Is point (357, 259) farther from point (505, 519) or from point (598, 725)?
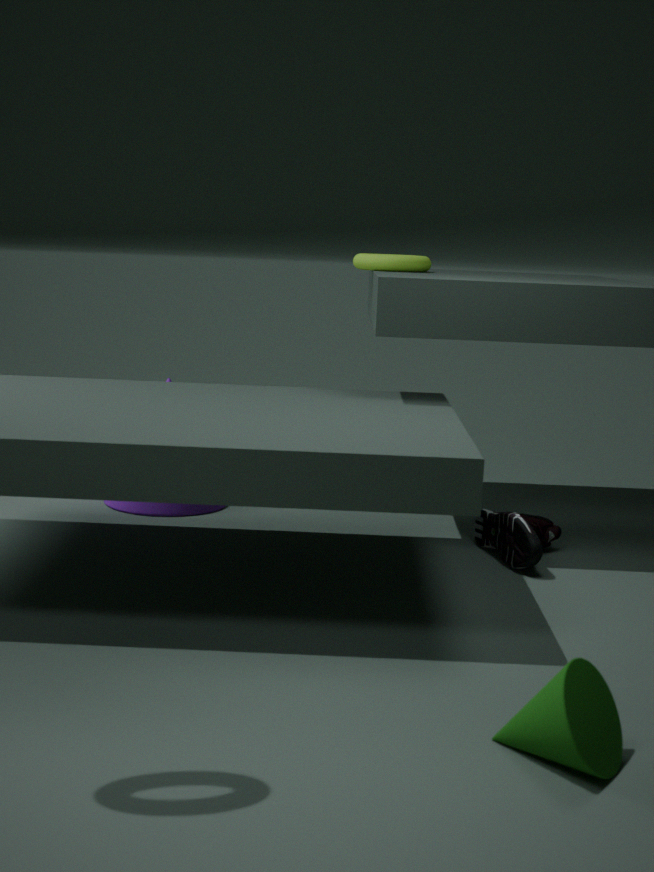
point (598, 725)
